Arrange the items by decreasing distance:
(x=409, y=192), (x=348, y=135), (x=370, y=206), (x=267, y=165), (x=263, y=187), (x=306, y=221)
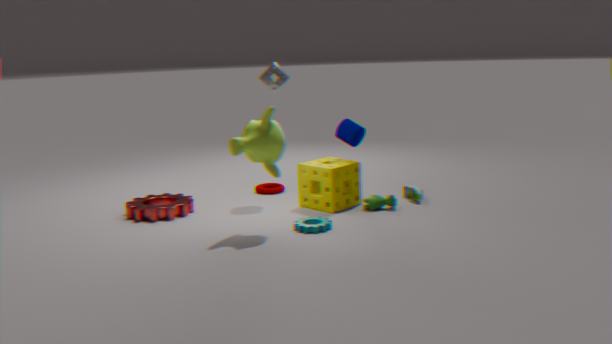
(x=263, y=187) < (x=409, y=192) < (x=348, y=135) < (x=370, y=206) < (x=306, y=221) < (x=267, y=165)
